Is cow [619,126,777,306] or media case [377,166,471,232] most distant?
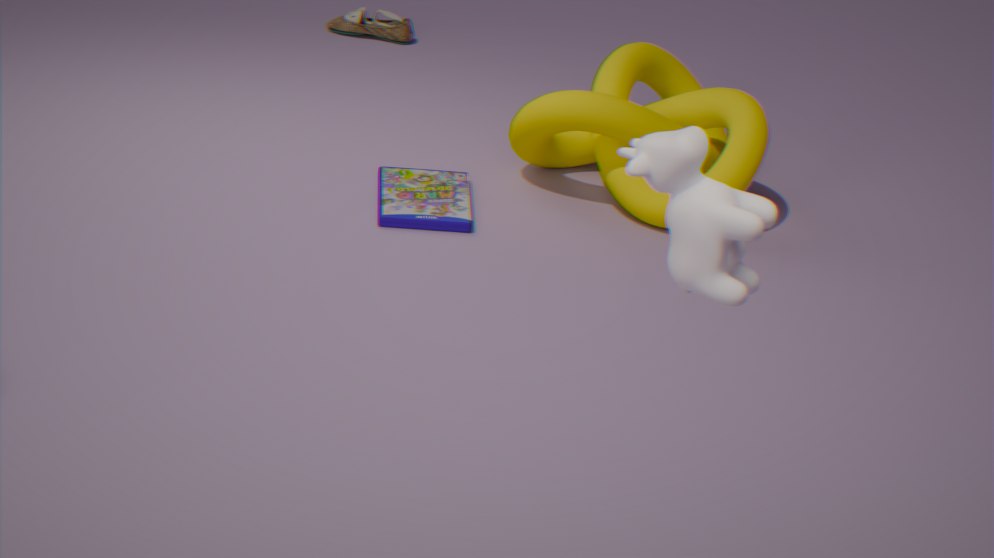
media case [377,166,471,232]
